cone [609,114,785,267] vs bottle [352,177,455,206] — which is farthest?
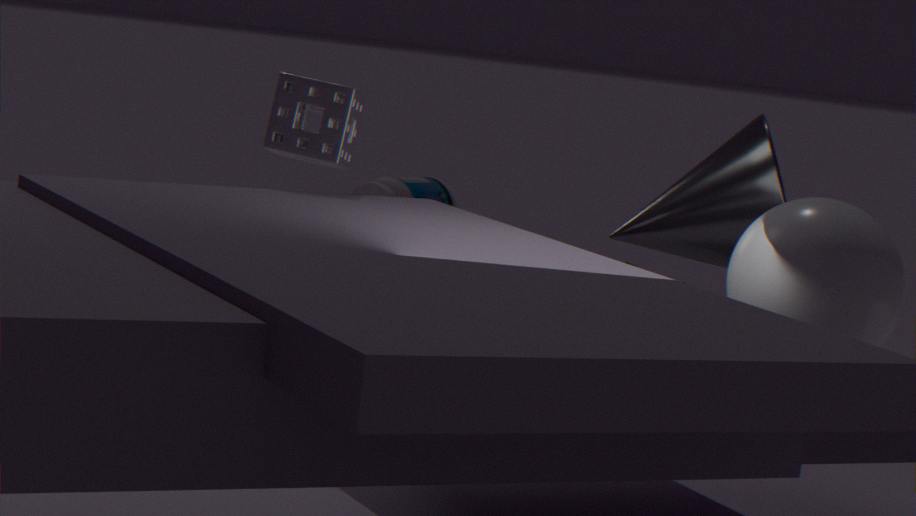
bottle [352,177,455,206]
